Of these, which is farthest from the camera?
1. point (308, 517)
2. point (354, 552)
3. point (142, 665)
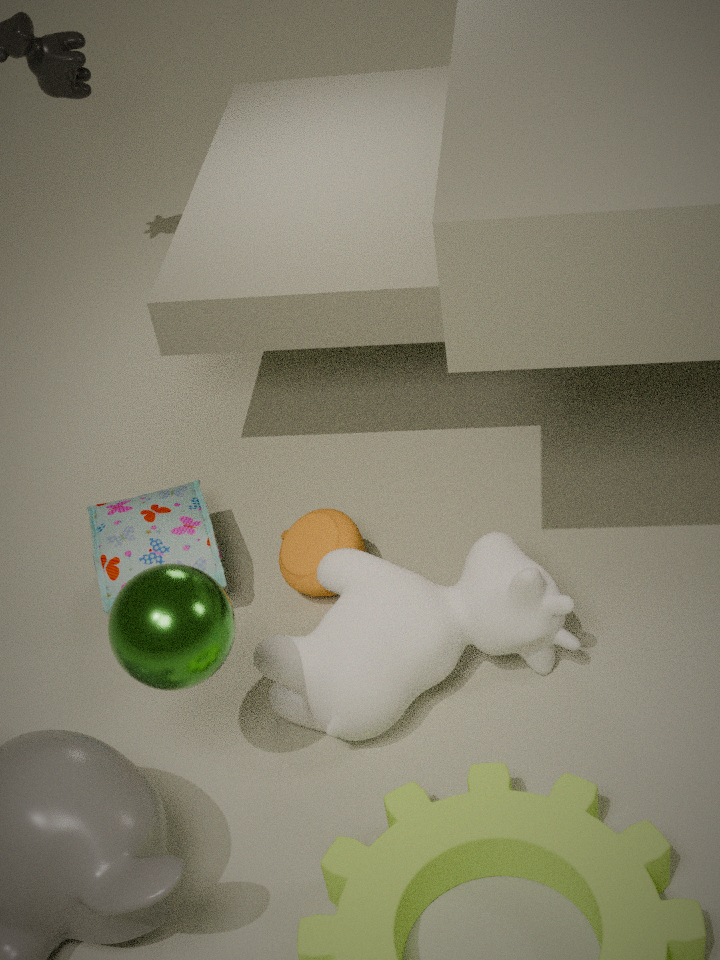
point (308, 517)
